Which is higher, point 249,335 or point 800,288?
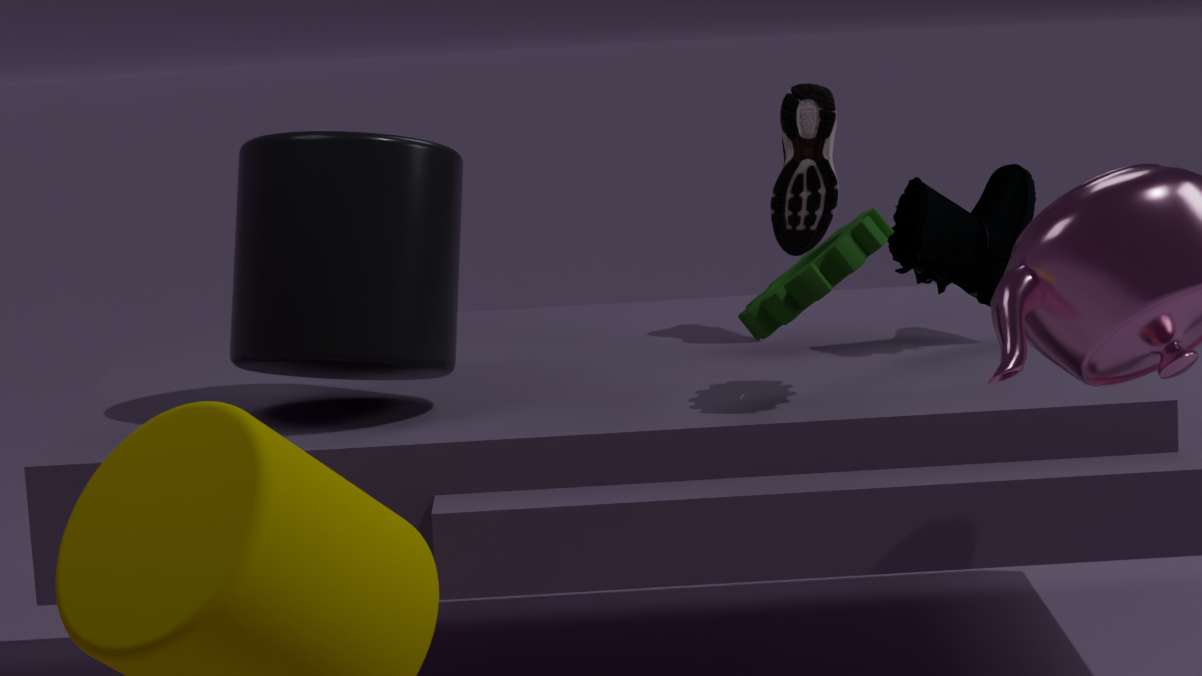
point 249,335
